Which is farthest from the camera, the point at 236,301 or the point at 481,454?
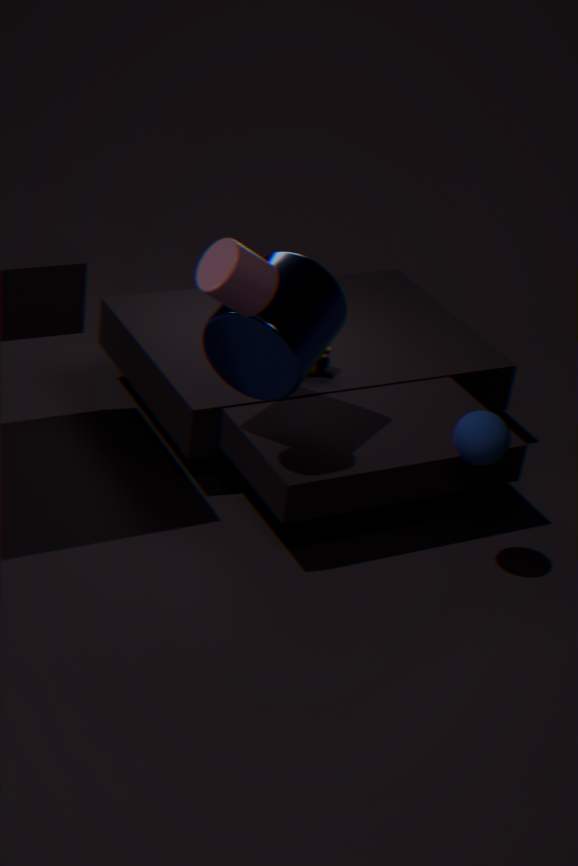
the point at 481,454
